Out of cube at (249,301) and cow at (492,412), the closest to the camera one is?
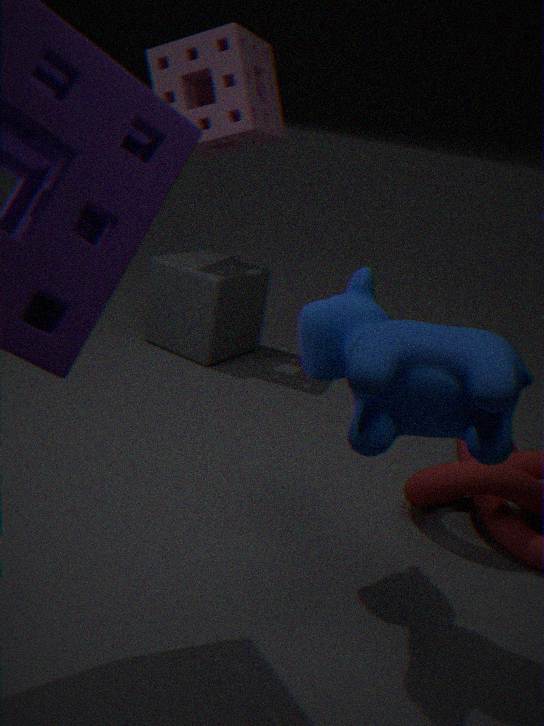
cow at (492,412)
